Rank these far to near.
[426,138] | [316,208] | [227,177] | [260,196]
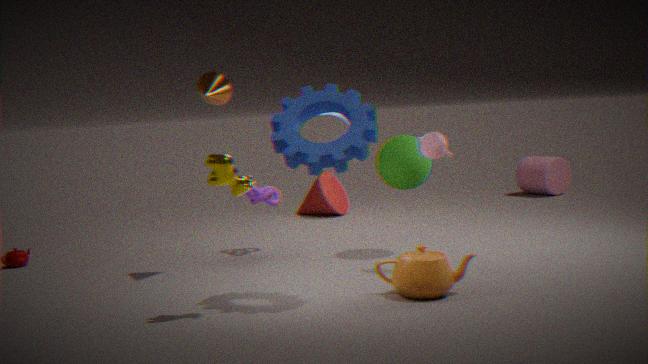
[316,208] → [260,196] → [426,138] → [227,177]
